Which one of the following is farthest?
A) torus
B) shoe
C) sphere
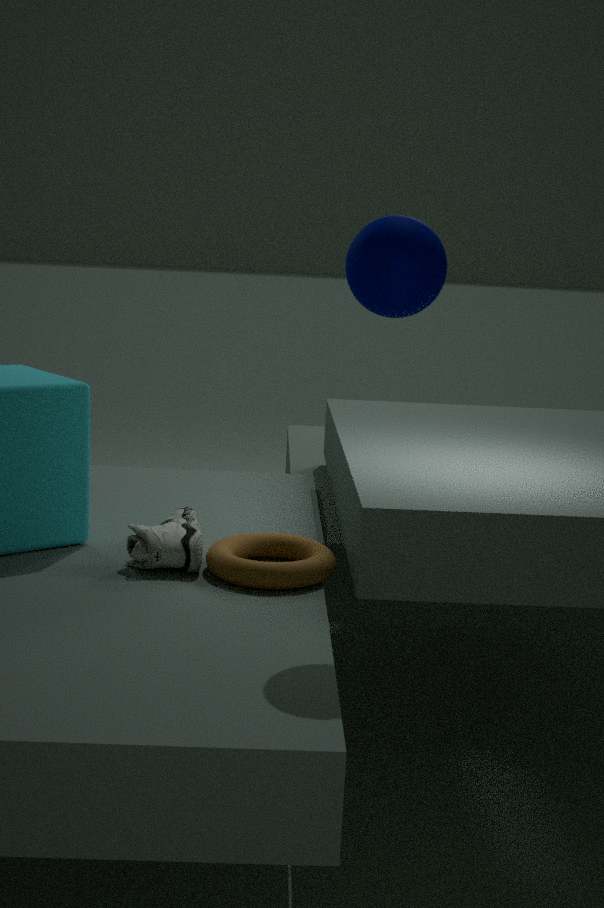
shoe
